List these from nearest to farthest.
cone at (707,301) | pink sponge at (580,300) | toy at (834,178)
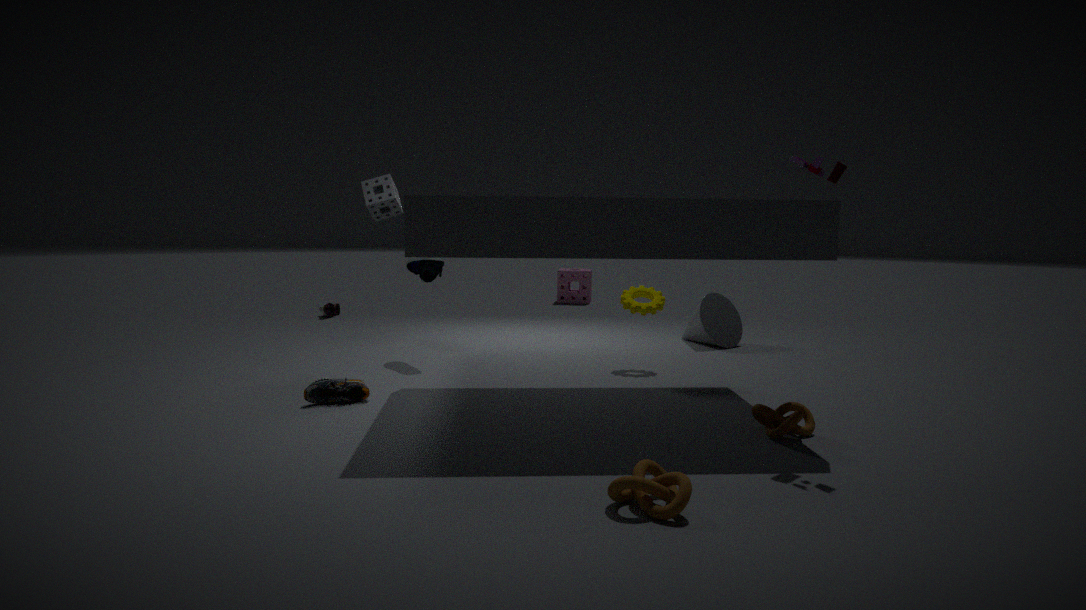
toy at (834,178)
cone at (707,301)
pink sponge at (580,300)
